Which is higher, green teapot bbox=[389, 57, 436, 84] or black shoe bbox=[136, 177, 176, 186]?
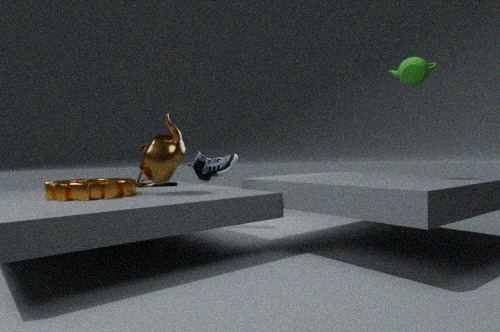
green teapot bbox=[389, 57, 436, 84]
